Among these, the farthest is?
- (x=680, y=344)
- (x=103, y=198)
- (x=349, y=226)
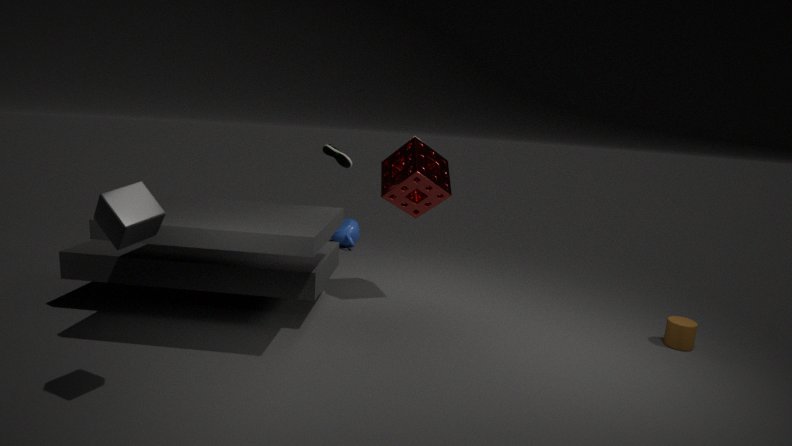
(x=349, y=226)
